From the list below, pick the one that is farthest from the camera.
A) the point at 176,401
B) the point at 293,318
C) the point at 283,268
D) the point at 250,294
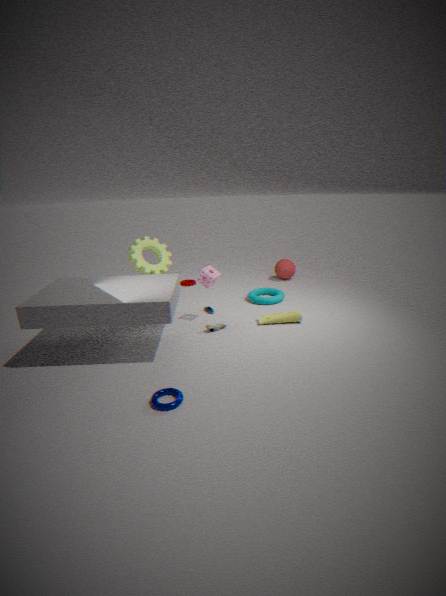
the point at 283,268
